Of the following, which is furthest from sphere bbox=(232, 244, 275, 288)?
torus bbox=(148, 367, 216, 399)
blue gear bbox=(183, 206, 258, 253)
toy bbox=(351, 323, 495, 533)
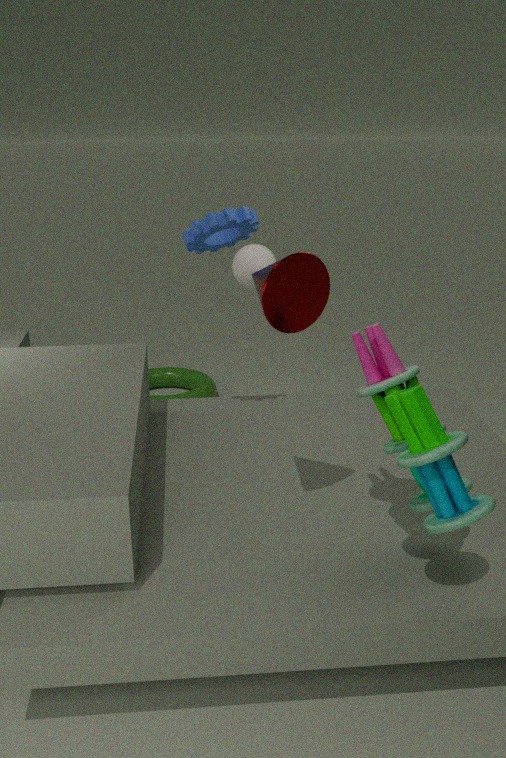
toy bbox=(351, 323, 495, 533)
